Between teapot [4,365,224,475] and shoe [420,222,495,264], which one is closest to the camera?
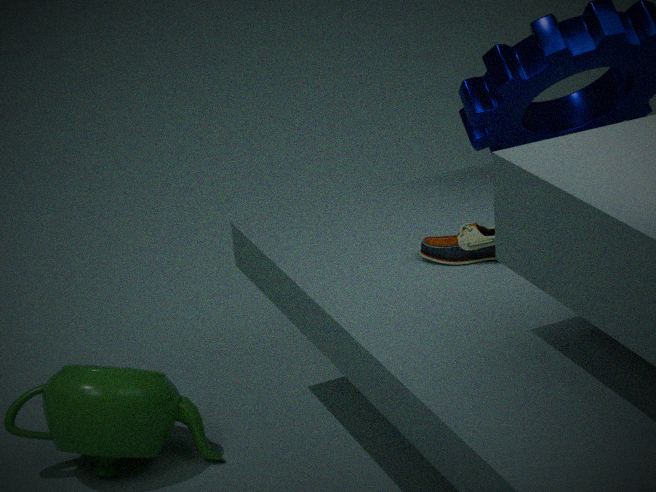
shoe [420,222,495,264]
